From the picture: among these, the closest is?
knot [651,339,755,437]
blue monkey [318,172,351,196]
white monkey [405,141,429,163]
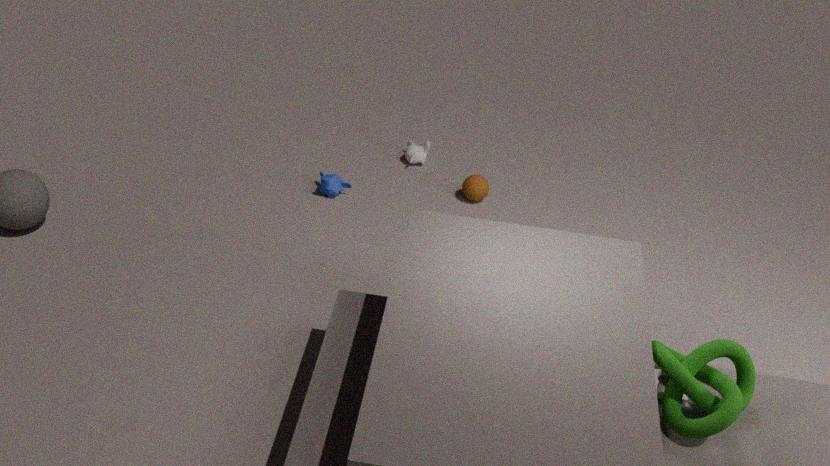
knot [651,339,755,437]
